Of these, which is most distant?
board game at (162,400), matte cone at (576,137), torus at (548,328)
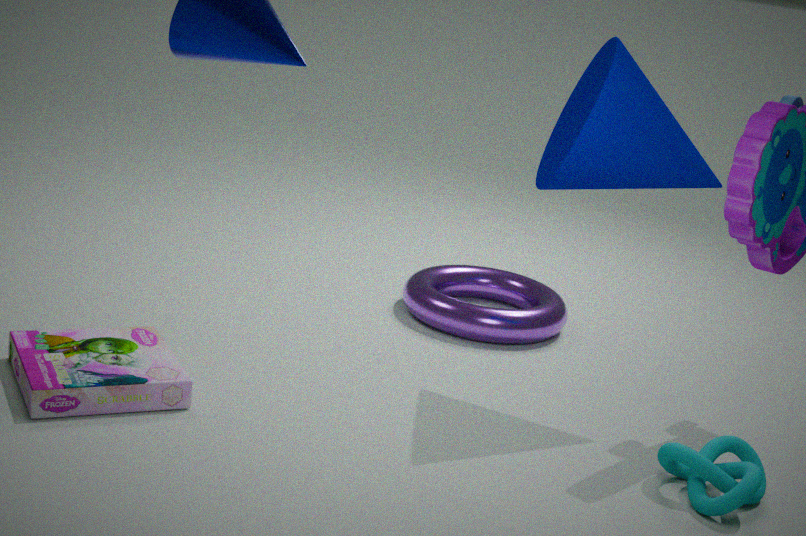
torus at (548,328)
